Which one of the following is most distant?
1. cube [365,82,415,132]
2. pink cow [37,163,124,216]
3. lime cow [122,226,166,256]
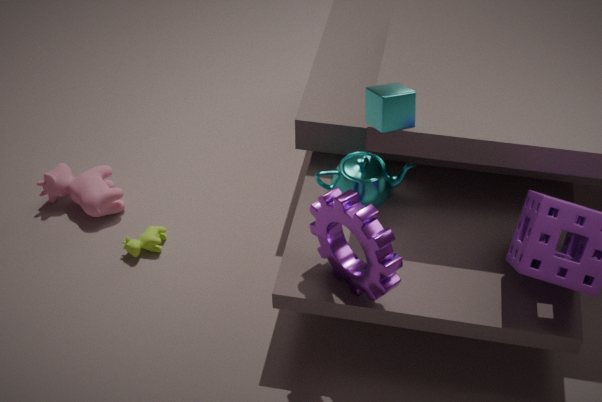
pink cow [37,163,124,216]
